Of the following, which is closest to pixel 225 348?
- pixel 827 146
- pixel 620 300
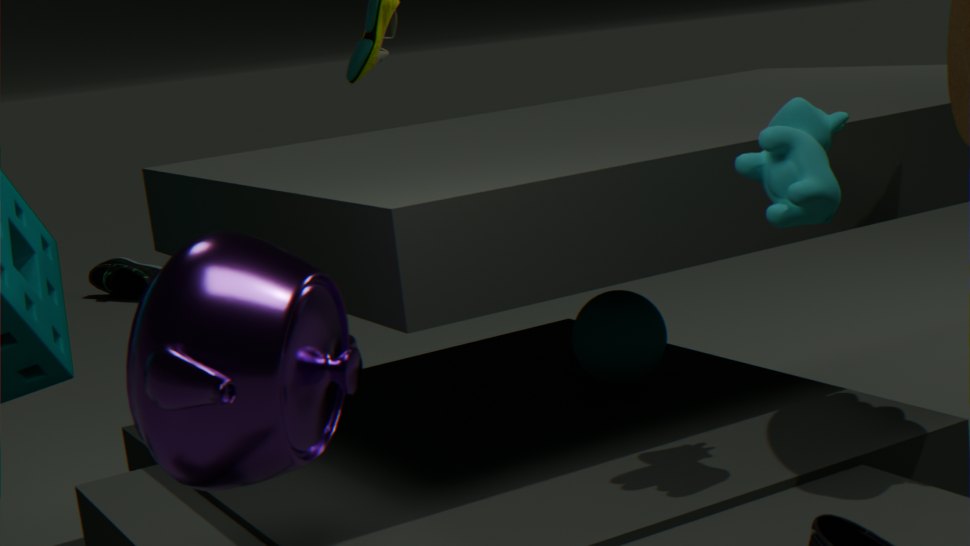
pixel 827 146
